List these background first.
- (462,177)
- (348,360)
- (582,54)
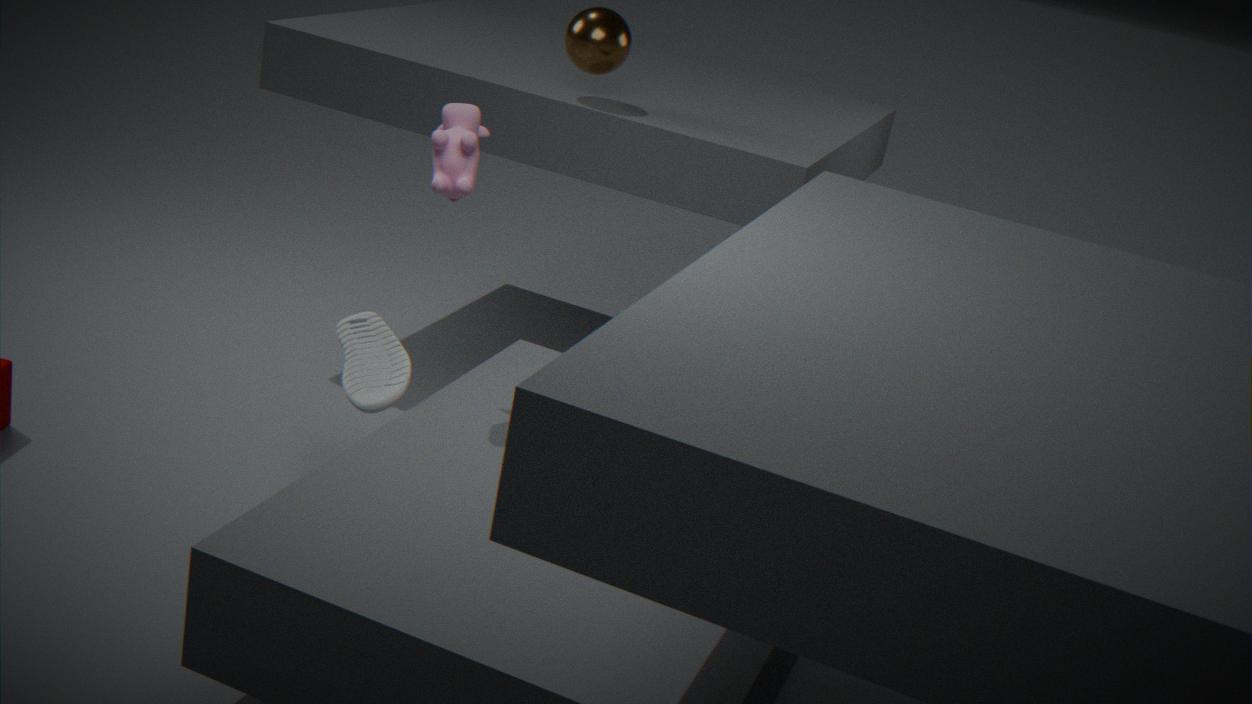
1. (582,54)
2. (348,360)
3. (462,177)
